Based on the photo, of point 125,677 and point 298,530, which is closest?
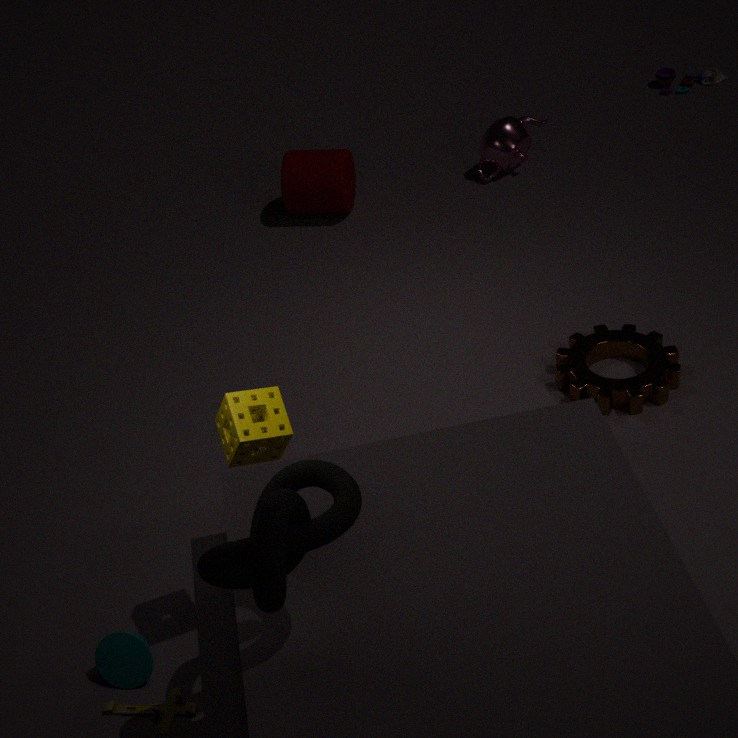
point 298,530
